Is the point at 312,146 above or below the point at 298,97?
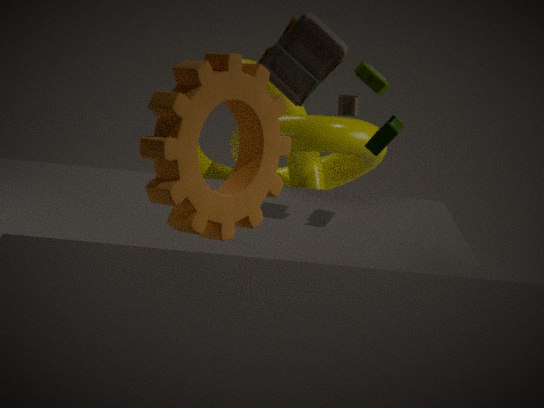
below
